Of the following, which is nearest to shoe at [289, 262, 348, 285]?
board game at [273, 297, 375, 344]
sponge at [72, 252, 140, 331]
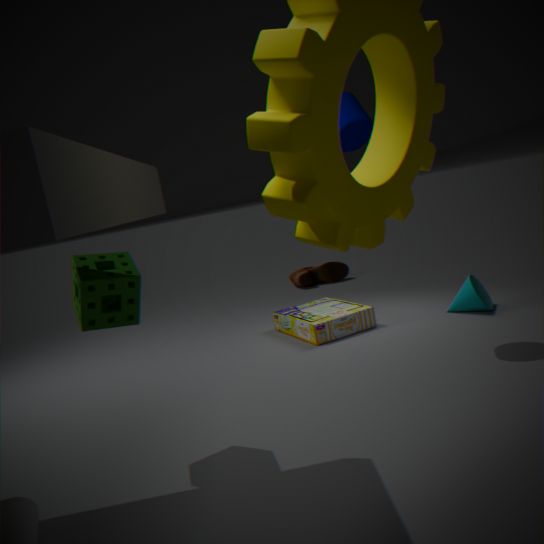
board game at [273, 297, 375, 344]
